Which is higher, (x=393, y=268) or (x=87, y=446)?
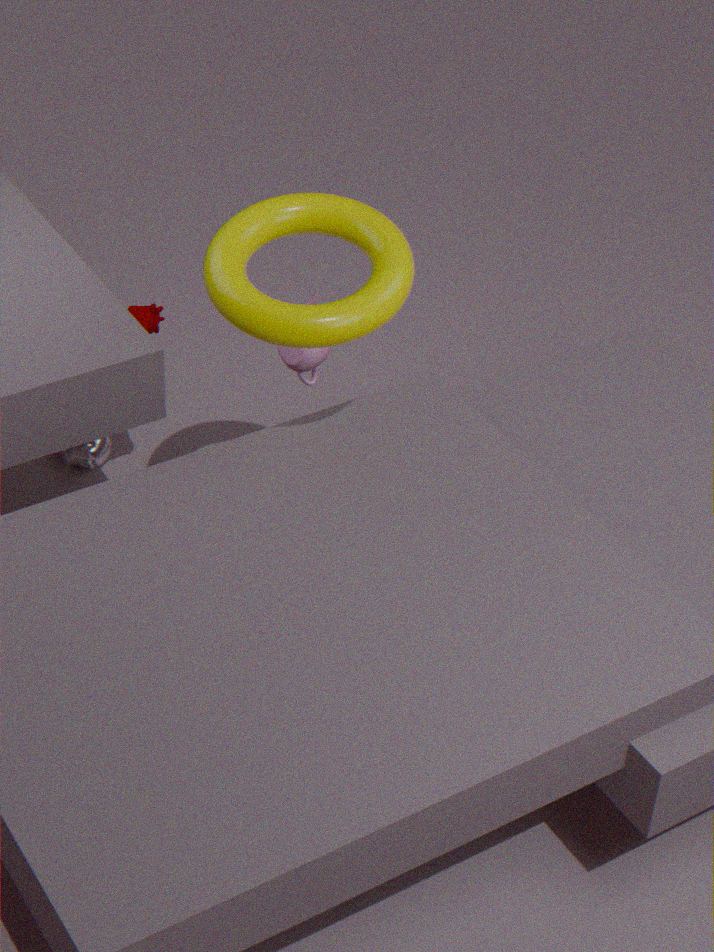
(x=393, y=268)
